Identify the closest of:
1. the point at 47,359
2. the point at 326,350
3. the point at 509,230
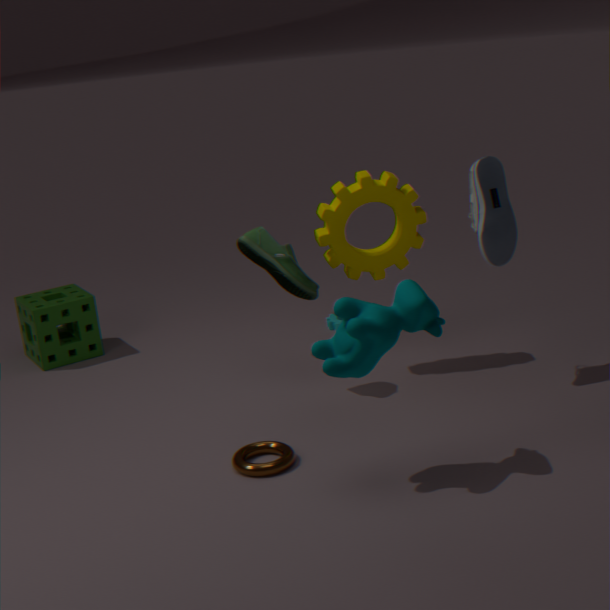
the point at 326,350
